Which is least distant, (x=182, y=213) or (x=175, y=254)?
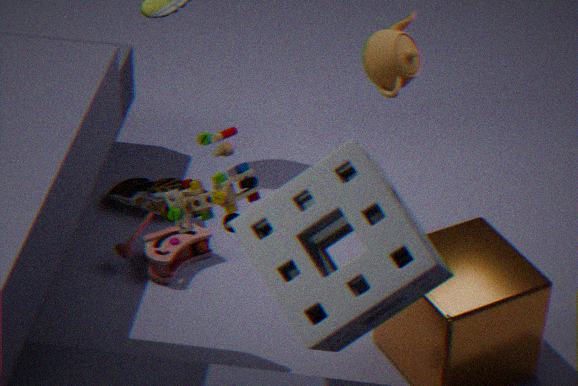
(x=182, y=213)
